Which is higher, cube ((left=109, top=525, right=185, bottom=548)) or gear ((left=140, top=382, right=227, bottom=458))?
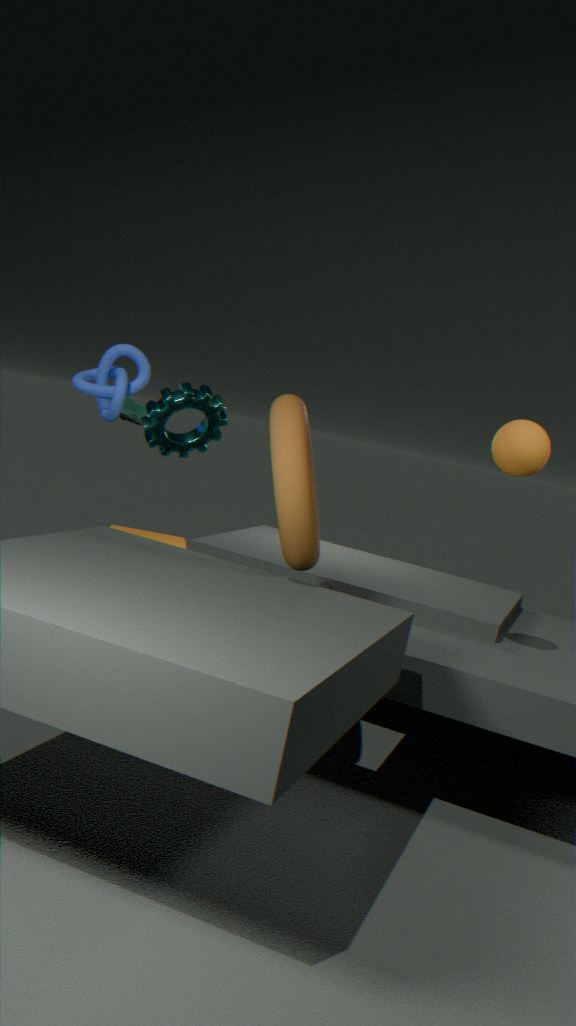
gear ((left=140, top=382, right=227, bottom=458))
